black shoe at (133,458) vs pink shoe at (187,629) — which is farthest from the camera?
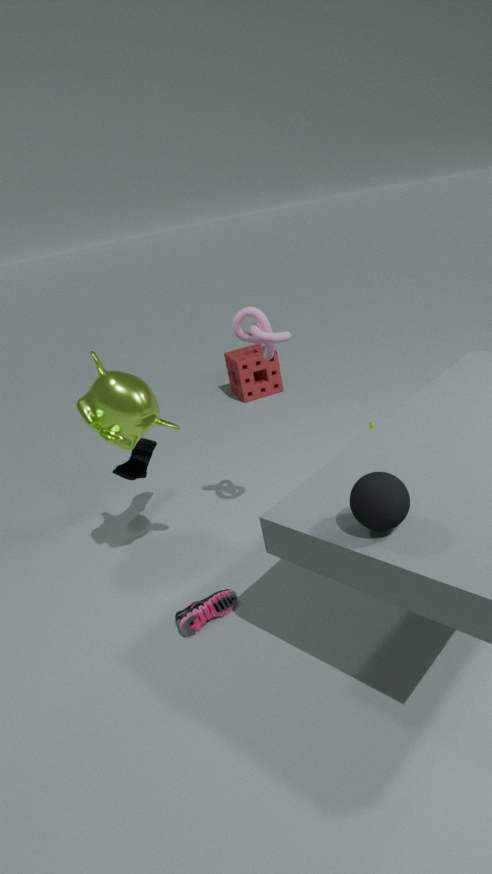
black shoe at (133,458)
